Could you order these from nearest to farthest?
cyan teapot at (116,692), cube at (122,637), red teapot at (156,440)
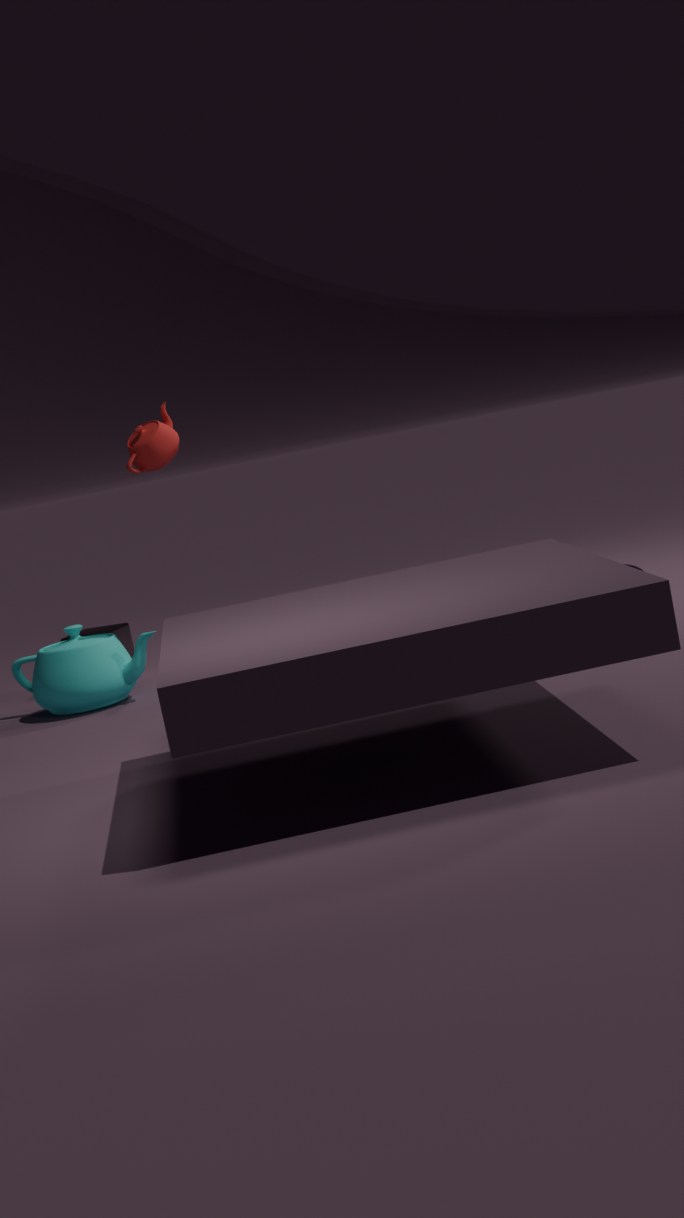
1. red teapot at (156,440)
2. cyan teapot at (116,692)
3. cube at (122,637)
